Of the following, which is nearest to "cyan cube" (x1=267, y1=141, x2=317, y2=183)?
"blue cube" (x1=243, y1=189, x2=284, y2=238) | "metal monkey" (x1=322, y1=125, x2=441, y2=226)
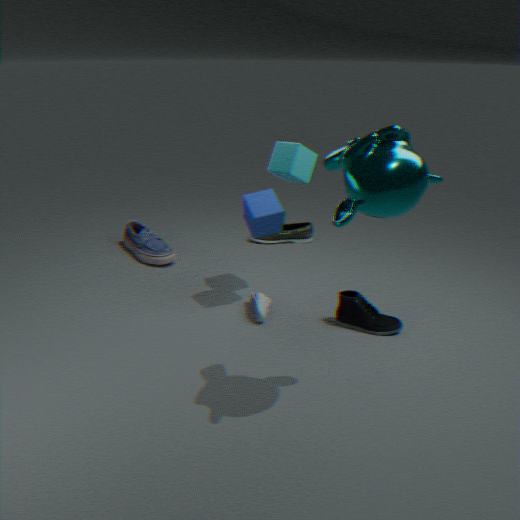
"blue cube" (x1=243, y1=189, x2=284, y2=238)
